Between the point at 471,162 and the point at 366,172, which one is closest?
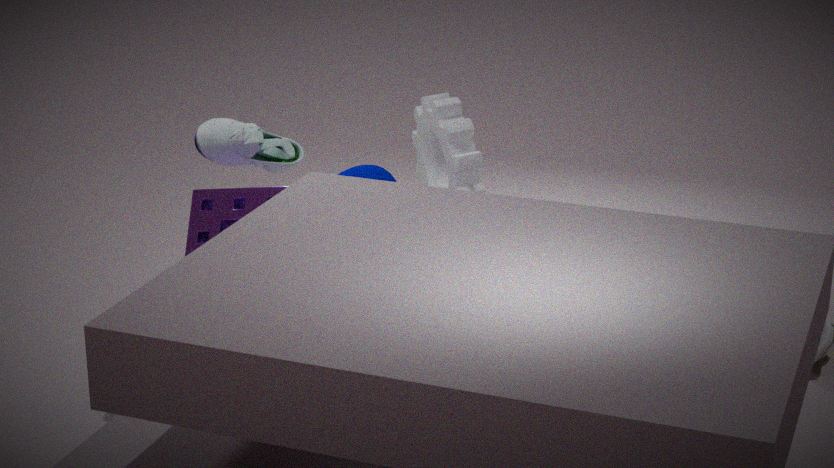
the point at 366,172
